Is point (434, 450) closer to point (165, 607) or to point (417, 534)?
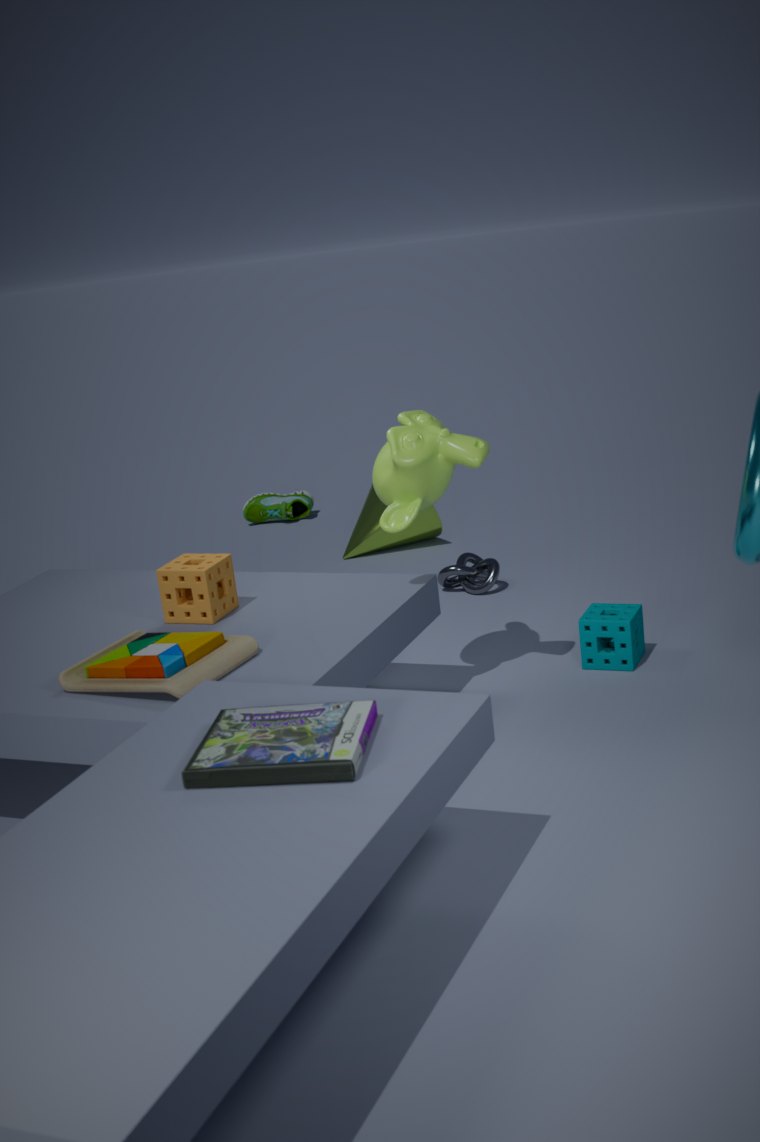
point (165, 607)
